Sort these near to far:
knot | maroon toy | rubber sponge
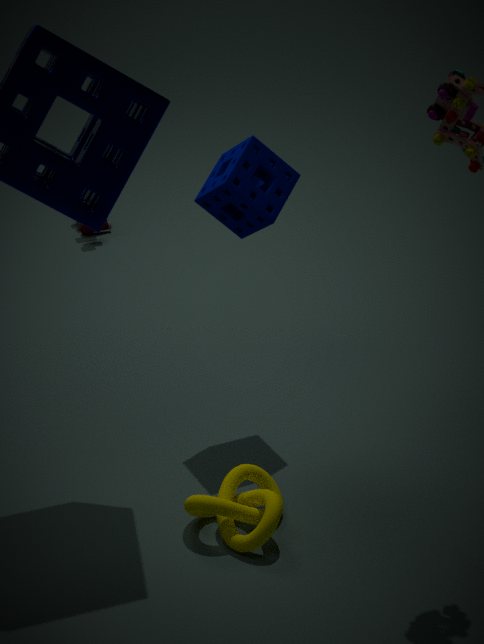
1. knot
2. rubber sponge
3. maroon toy
